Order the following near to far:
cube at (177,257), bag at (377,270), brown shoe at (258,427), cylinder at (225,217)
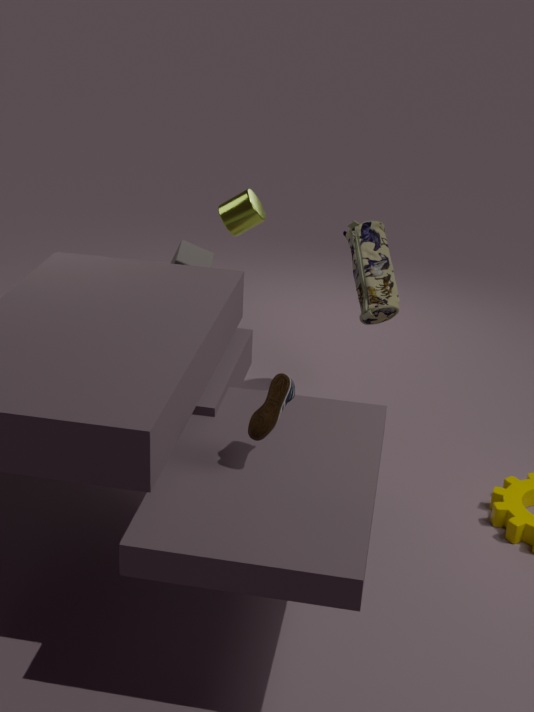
brown shoe at (258,427)
cube at (177,257)
cylinder at (225,217)
bag at (377,270)
